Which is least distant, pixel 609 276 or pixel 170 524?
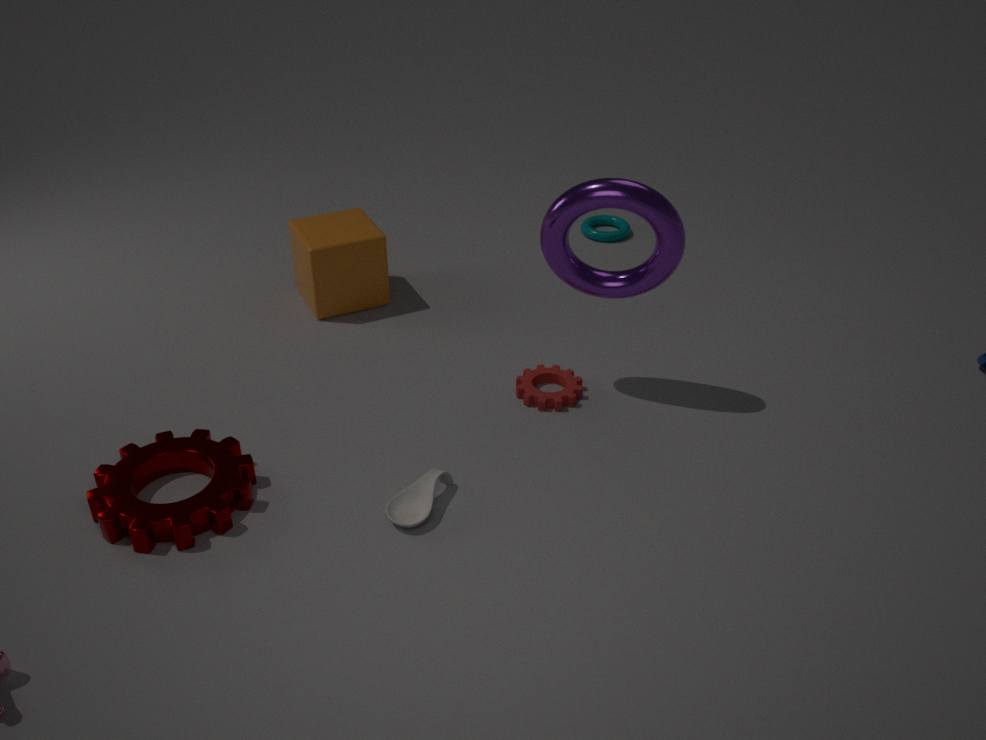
pixel 170 524
